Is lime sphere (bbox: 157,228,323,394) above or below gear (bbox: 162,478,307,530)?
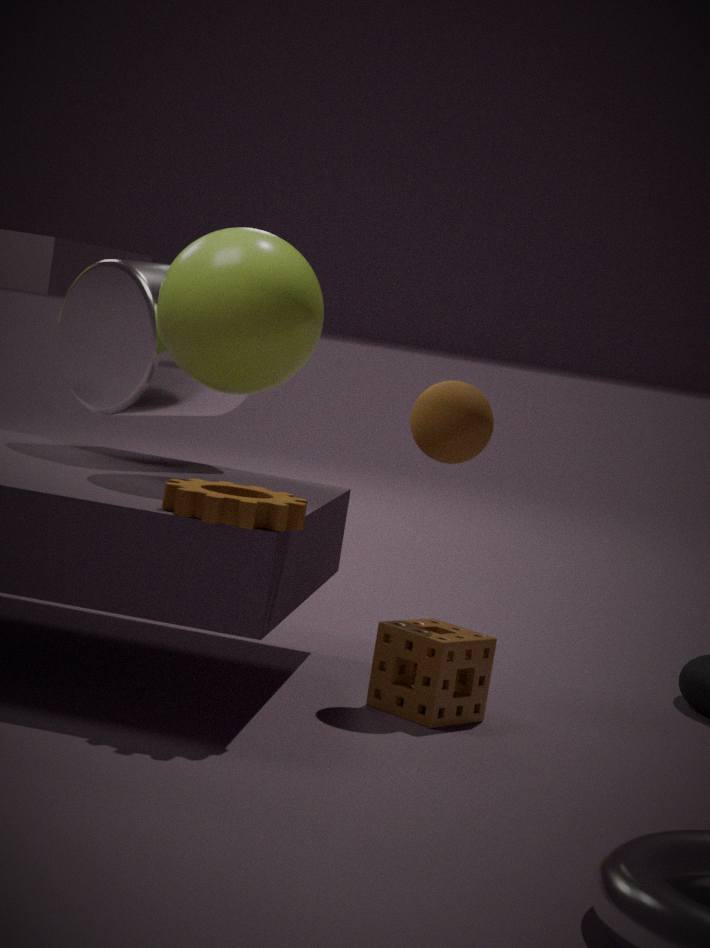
above
